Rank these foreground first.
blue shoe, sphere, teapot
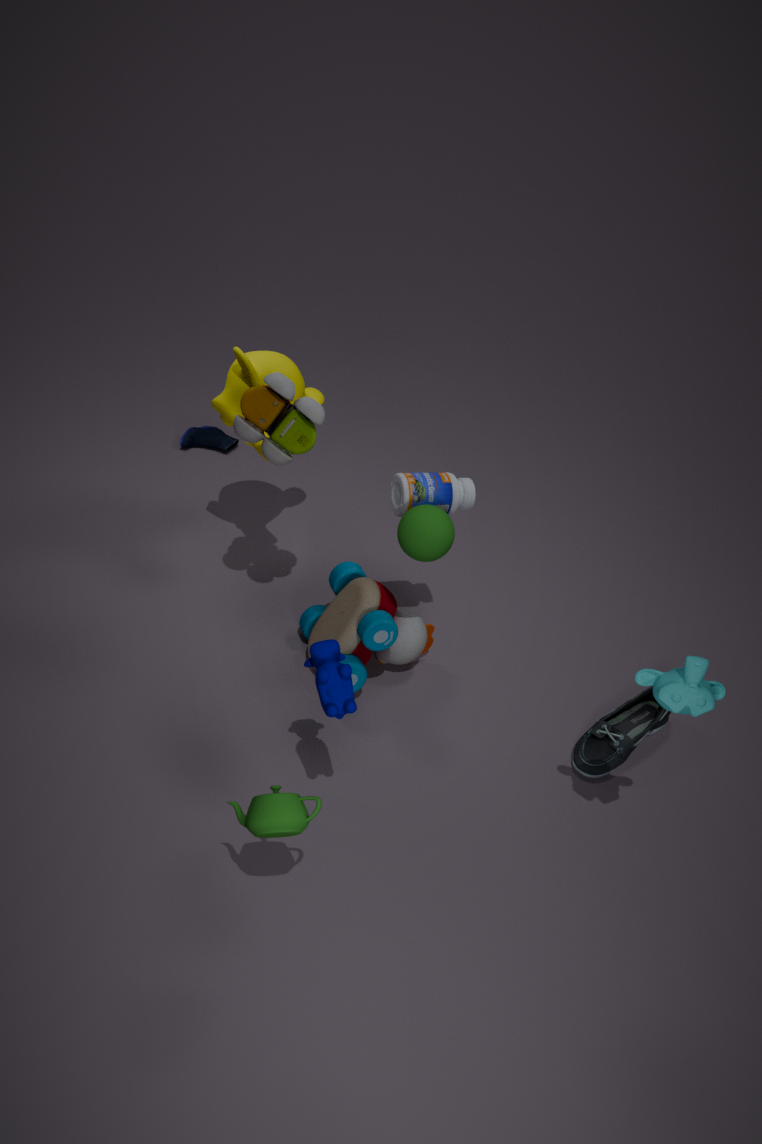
teapot, sphere, blue shoe
